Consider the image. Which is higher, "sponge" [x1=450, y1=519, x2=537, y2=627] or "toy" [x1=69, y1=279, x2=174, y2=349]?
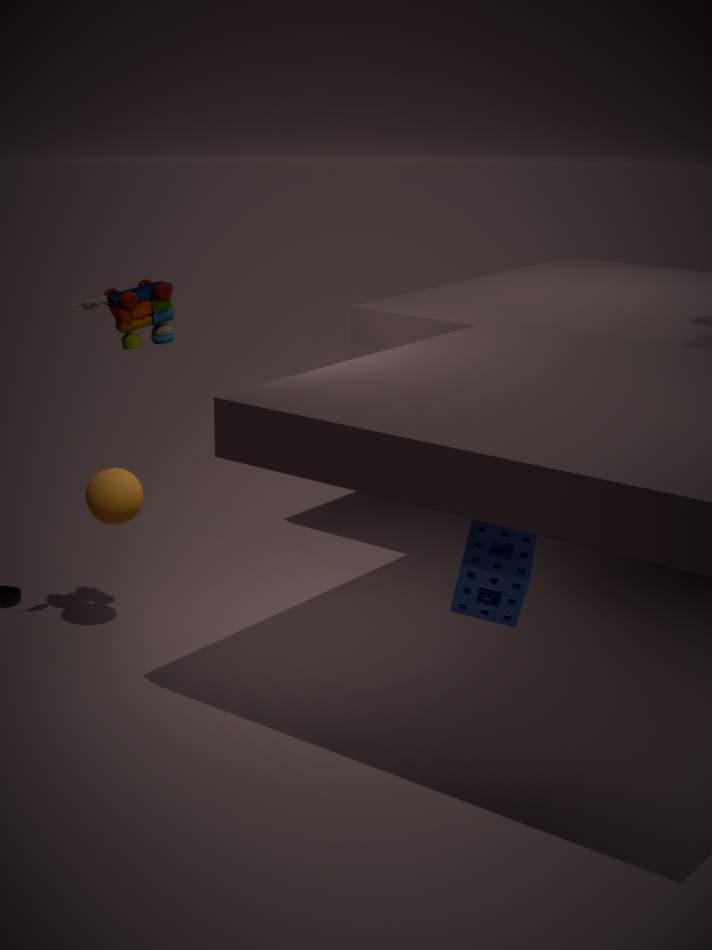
"toy" [x1=69, y1=279, x2=174, y2=349]
